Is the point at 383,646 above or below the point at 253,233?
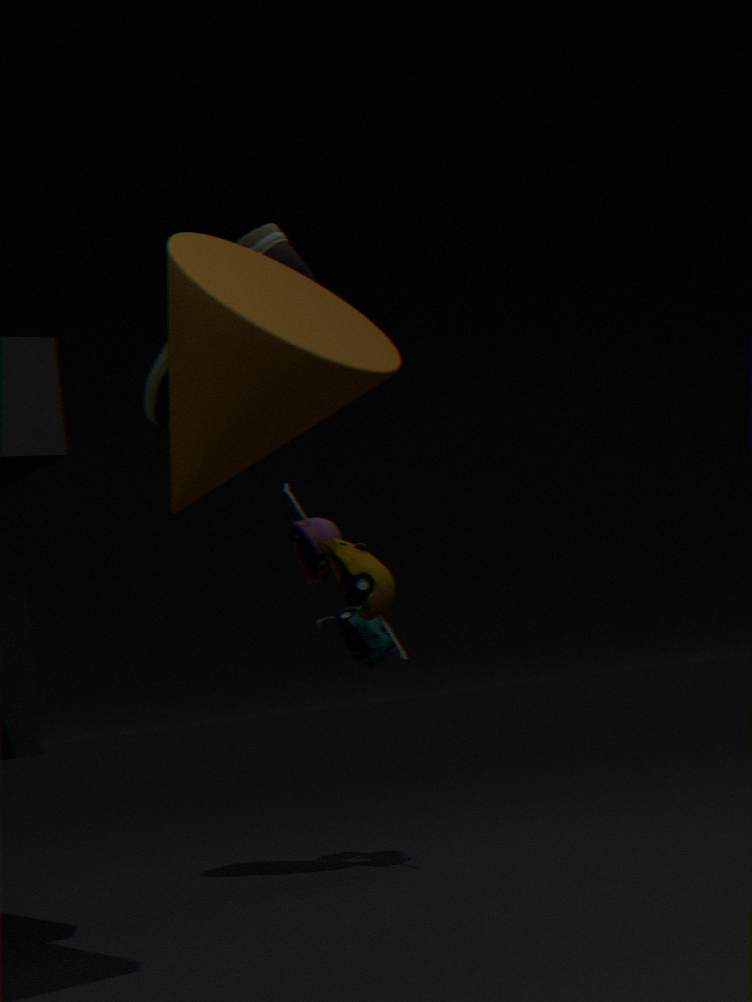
below
